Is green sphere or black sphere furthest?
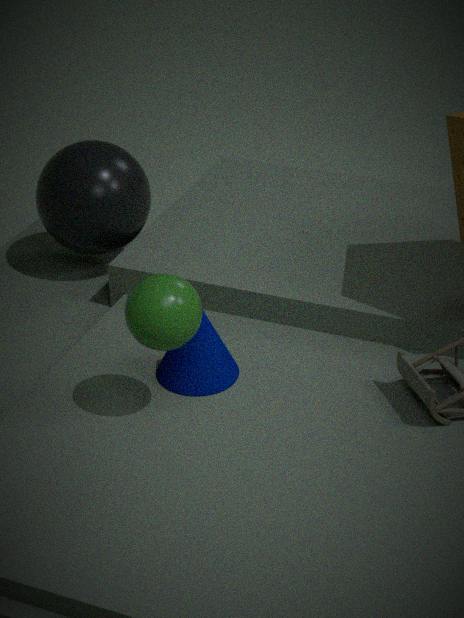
black sphere
